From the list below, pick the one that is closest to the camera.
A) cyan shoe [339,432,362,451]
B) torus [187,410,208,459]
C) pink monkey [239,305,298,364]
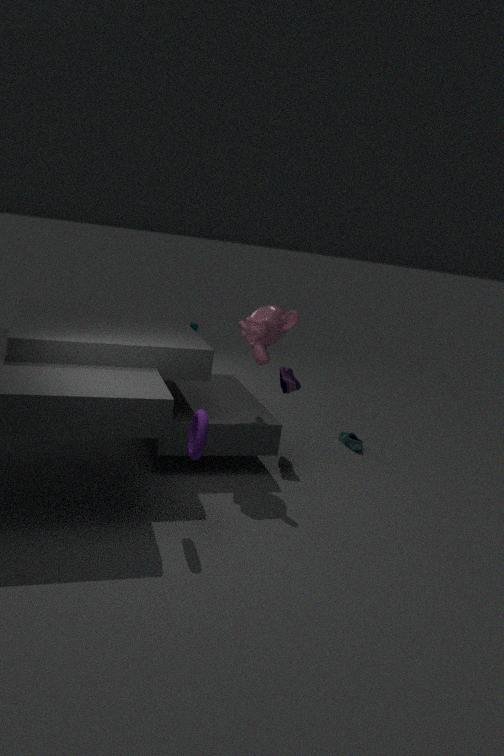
torus [187,410,208,459]
